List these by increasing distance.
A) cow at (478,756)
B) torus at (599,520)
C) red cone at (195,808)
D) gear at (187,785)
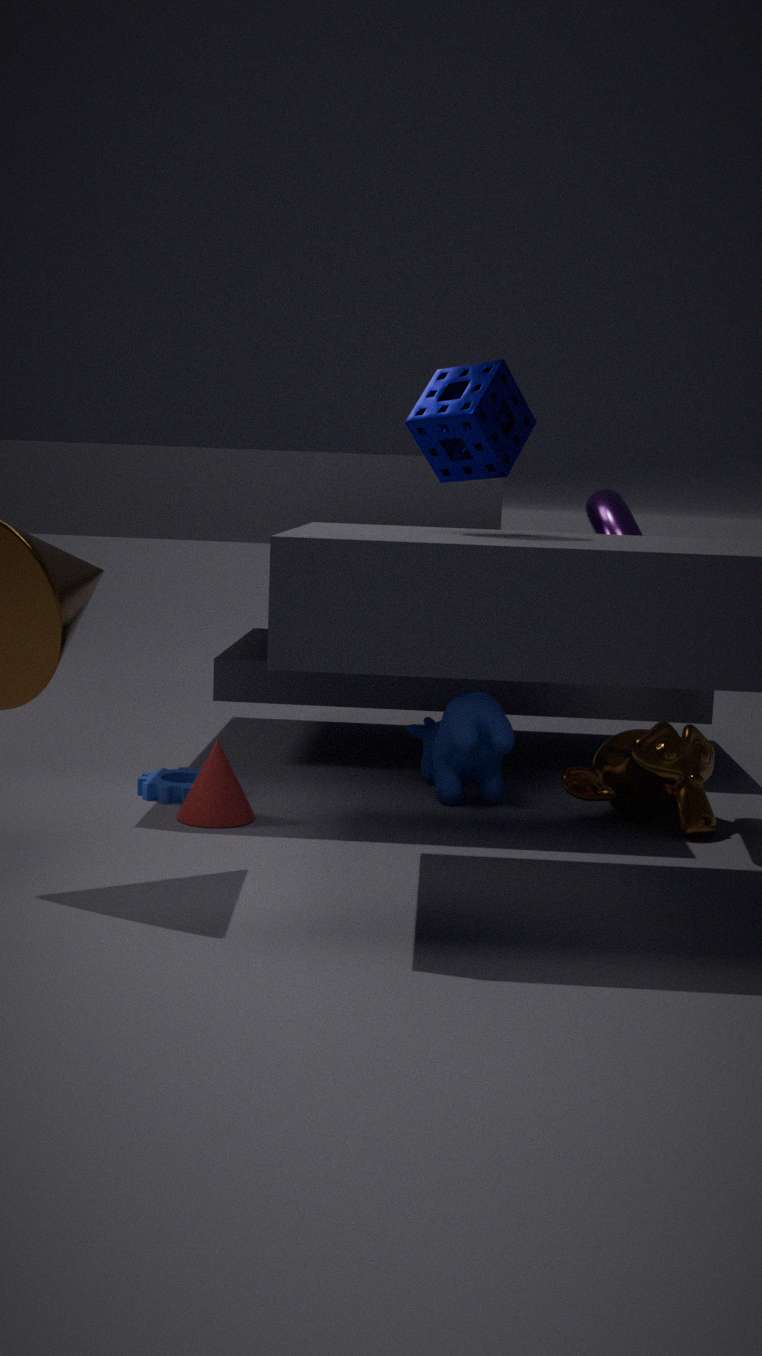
torus at (599,520), red cone at (195,808), cow at (478,756), gear at (187,785)
